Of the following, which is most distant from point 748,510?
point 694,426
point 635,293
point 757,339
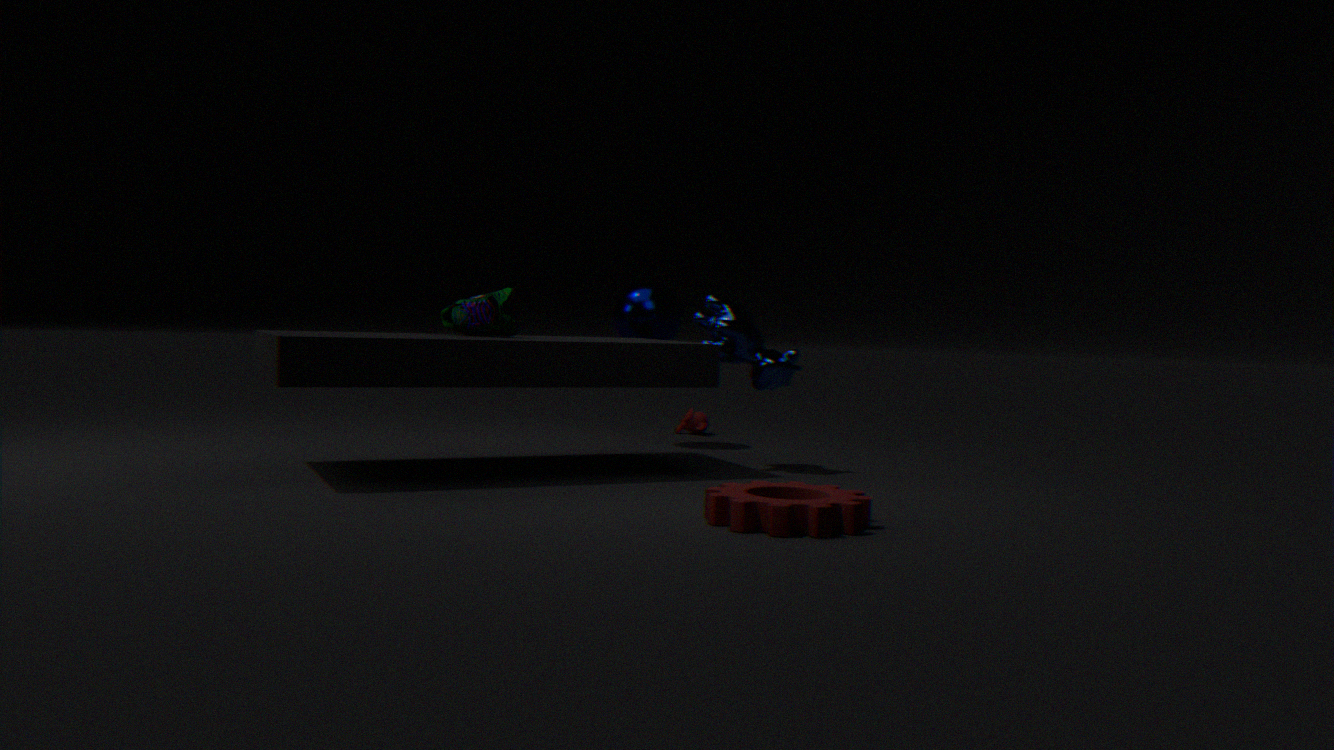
point 694,426
